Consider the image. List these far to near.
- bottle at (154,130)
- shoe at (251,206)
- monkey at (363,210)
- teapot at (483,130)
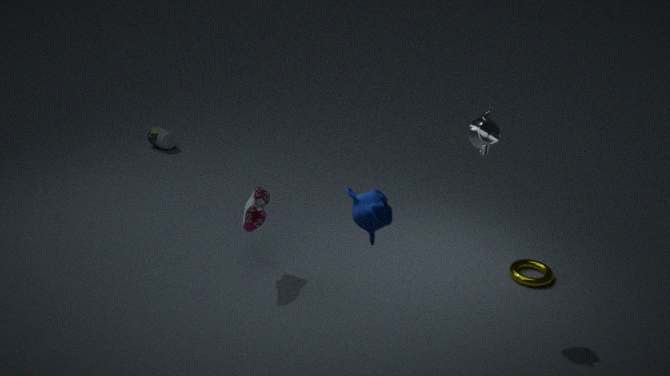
bottle at (154,130)
shoe at (251,206)
teapot at (483,130)
monkey at (363,210)
